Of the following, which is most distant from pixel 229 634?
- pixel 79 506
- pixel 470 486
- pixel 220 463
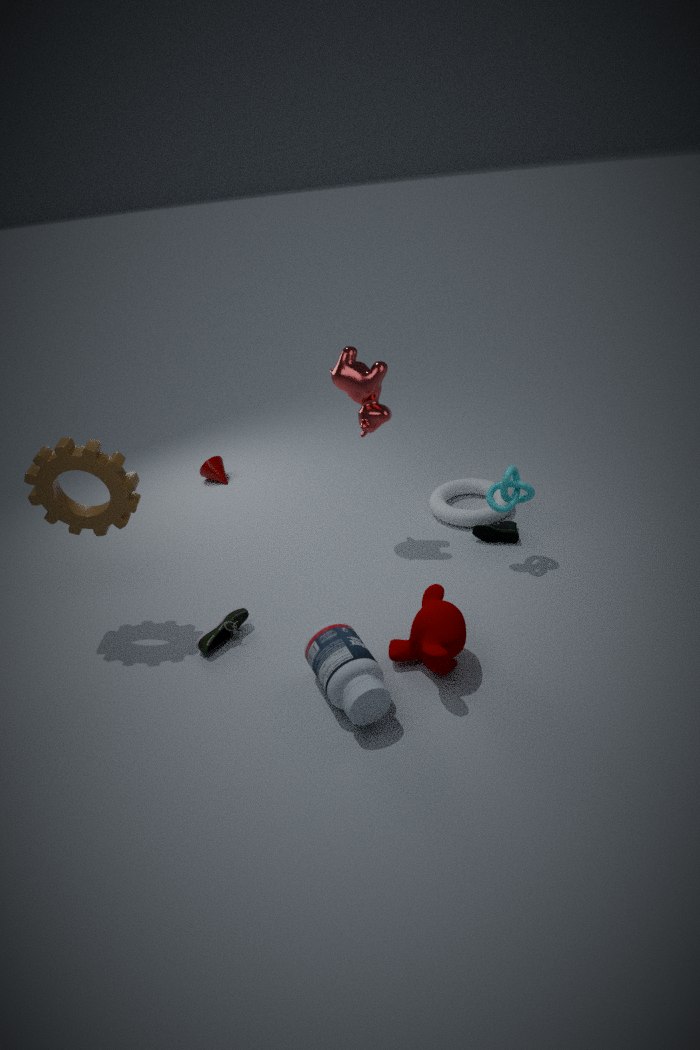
pixel 220 463
